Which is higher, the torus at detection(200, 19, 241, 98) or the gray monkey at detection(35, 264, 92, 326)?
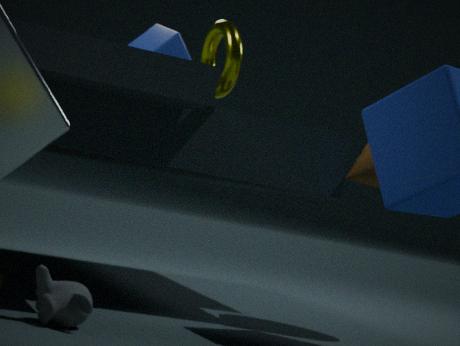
the torus at detection(200, 19, 241, 98)
